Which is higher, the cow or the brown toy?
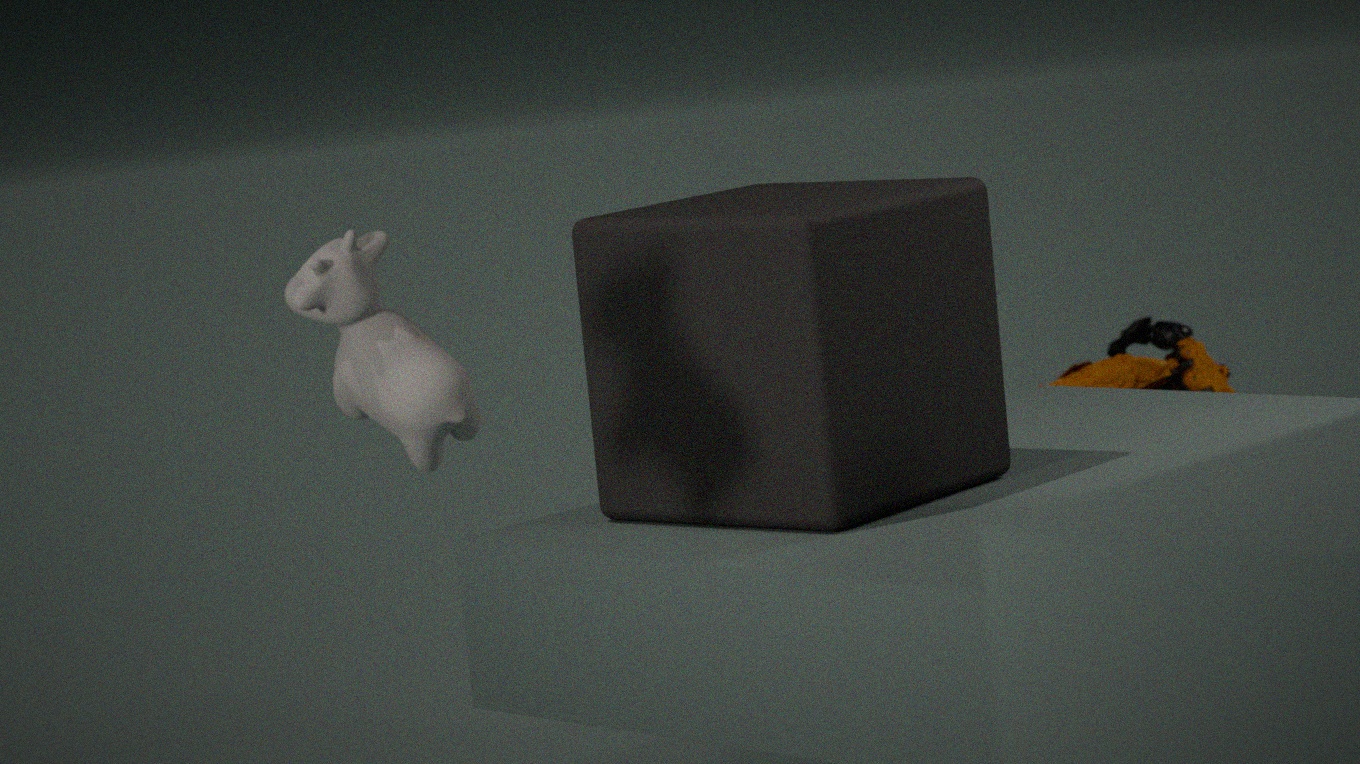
the cow
